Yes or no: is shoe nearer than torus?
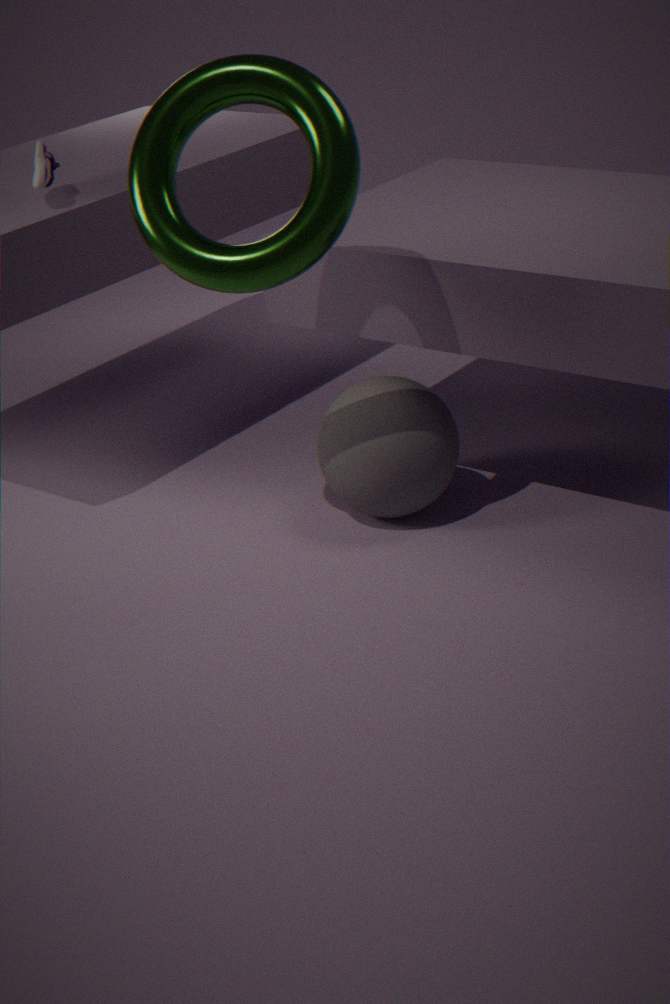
No
